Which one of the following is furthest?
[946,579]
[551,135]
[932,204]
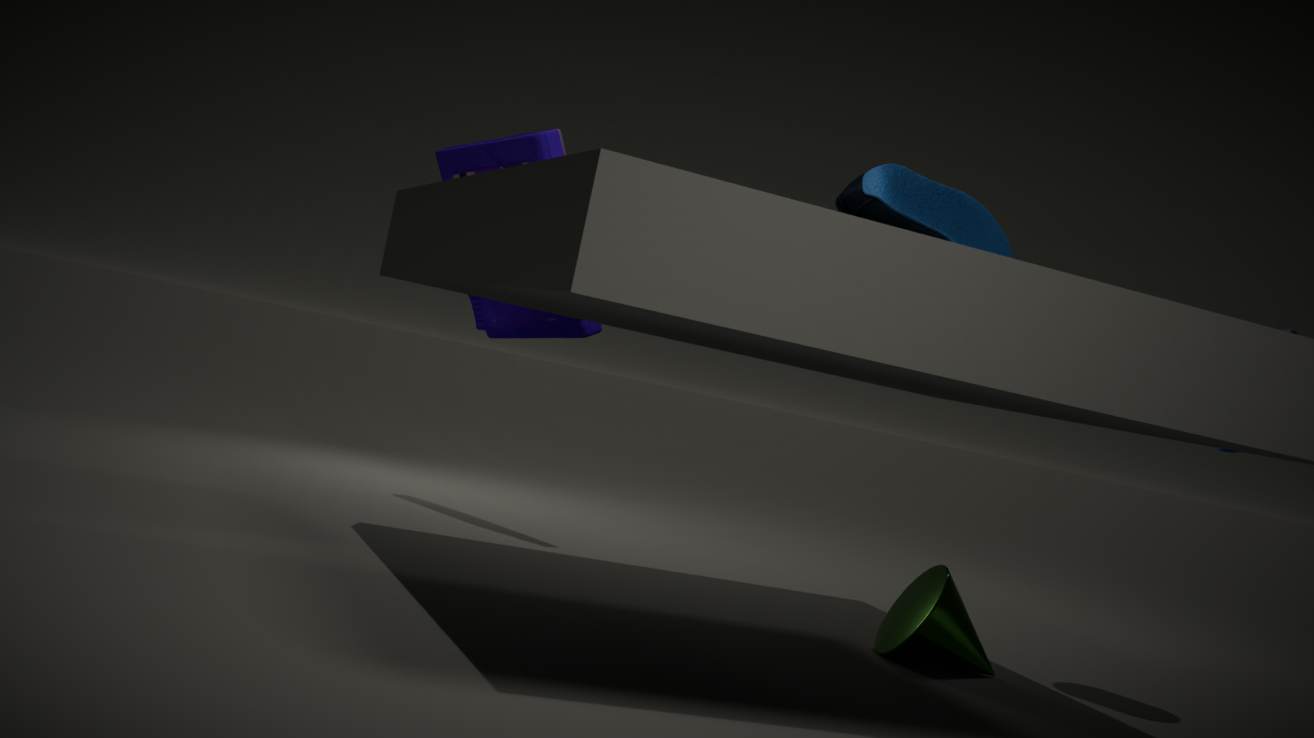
[551,135]
